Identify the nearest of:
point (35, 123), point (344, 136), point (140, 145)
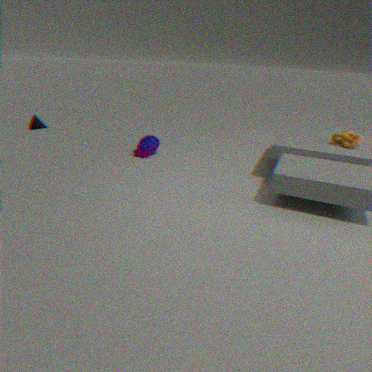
point (344, 136)
